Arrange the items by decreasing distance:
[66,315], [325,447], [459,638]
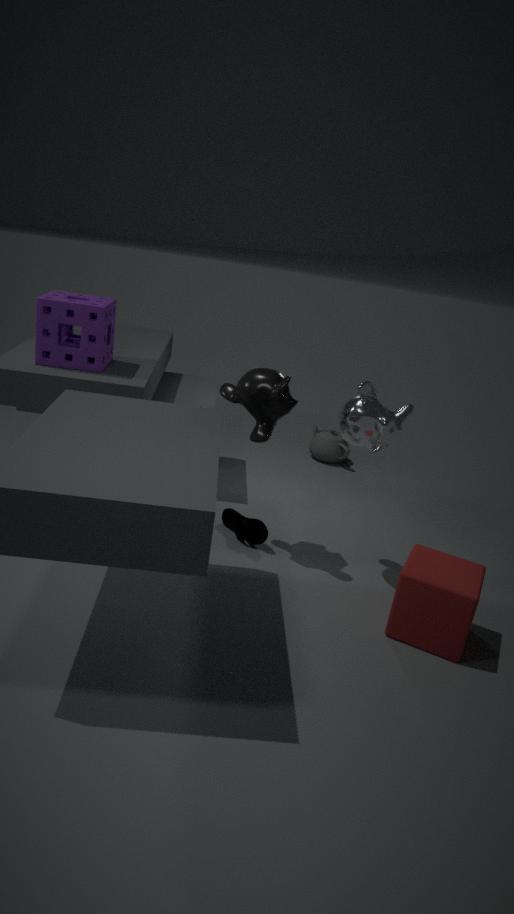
[325,447] → [66,315] → [459,638]
